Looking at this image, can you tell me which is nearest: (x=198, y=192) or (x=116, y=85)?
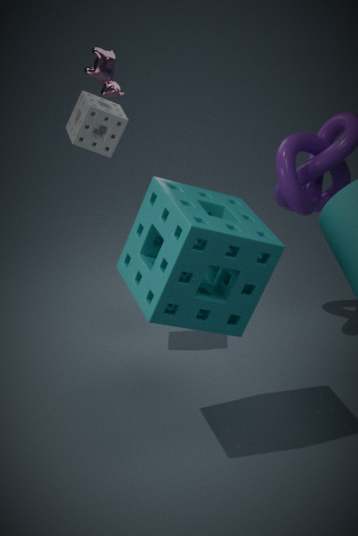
(x=198, y=192)
